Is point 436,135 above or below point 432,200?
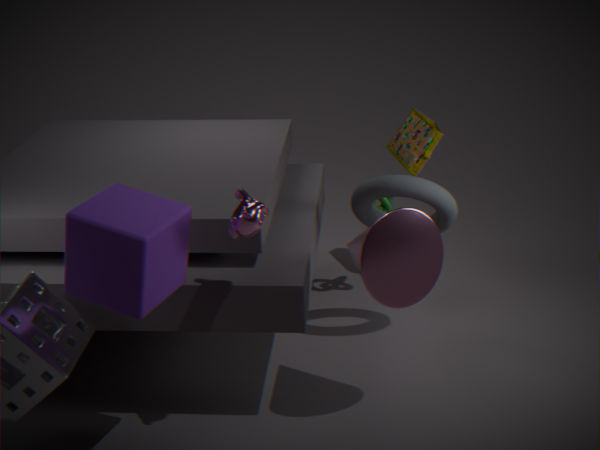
above
